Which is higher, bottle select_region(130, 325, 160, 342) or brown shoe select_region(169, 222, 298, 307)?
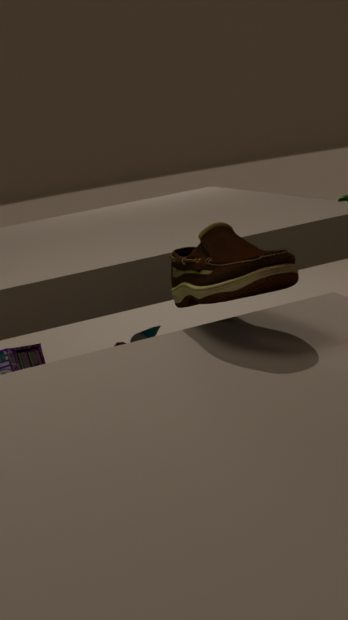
brown shoe select_region(169, 222, 298, 307)
